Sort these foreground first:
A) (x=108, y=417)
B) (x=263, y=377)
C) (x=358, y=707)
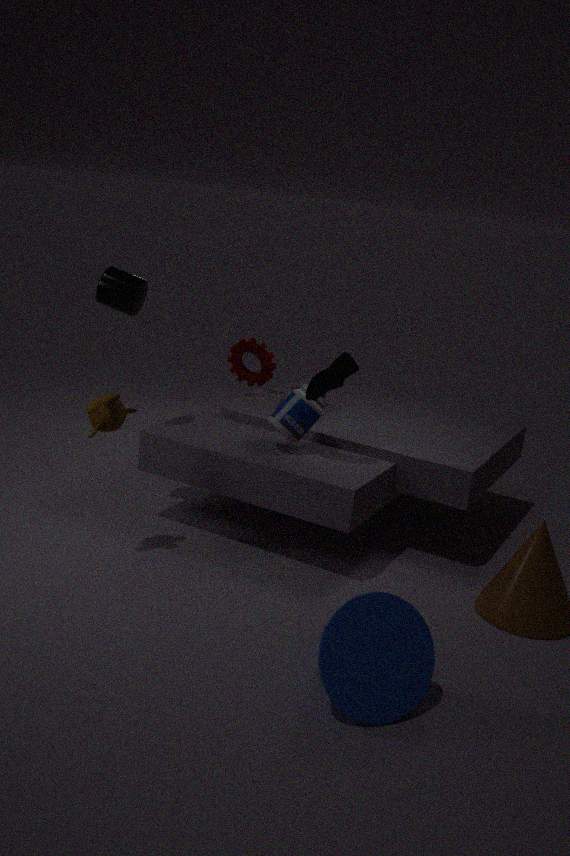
(x=358, y=707)
(x=108, y=417)
(x=263, y=377)
